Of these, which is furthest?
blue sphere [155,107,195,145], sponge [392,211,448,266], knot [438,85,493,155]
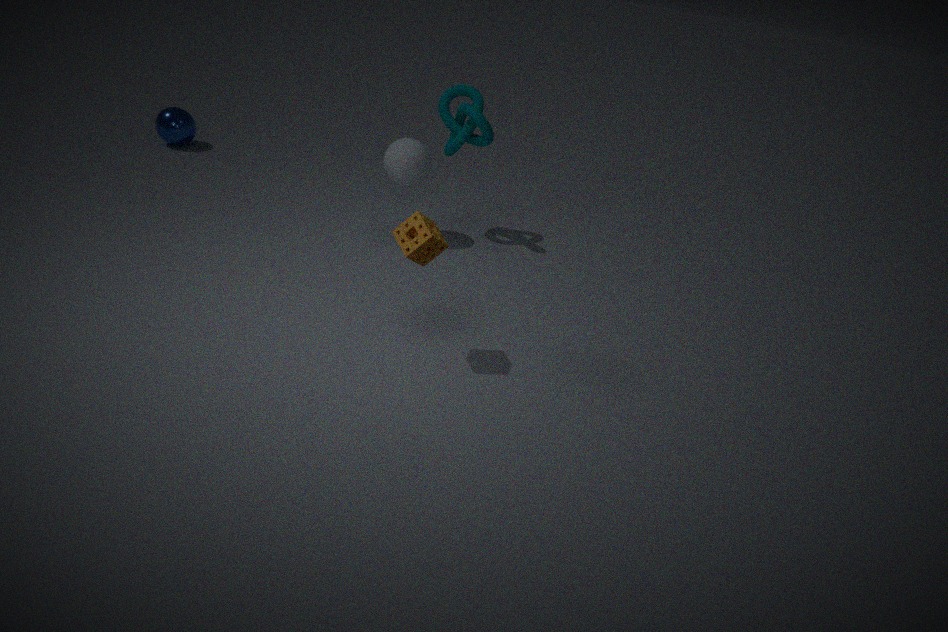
blue sphere [155,107,195,145]
